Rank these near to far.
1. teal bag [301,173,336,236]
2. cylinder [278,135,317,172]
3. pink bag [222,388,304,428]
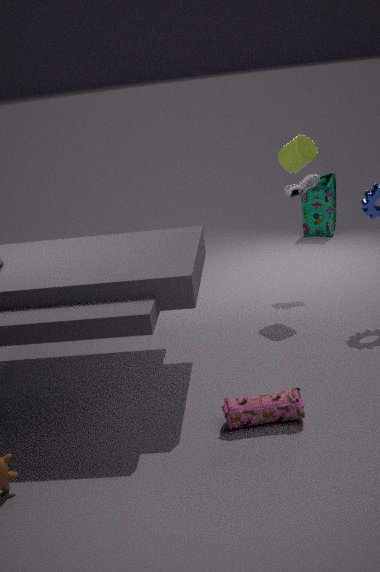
pink bag [222,388,304,428] < cylinder [278,135,317,172] < teal bag [301,173,336,236]
